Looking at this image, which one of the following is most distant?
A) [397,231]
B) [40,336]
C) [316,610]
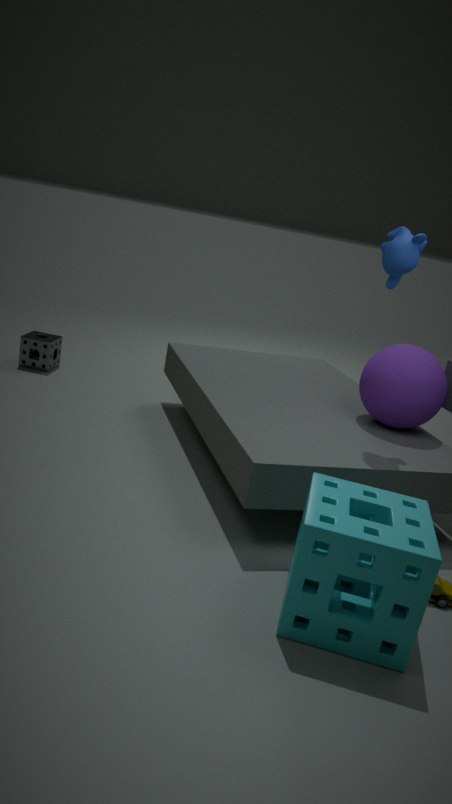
[40,336]
